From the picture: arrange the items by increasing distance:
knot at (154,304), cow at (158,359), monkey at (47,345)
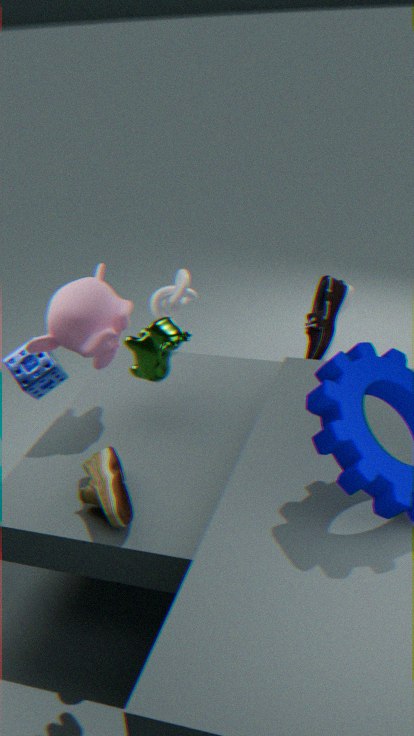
cow at (158,359) → monkey at (47,345) → knot at (154,304)
